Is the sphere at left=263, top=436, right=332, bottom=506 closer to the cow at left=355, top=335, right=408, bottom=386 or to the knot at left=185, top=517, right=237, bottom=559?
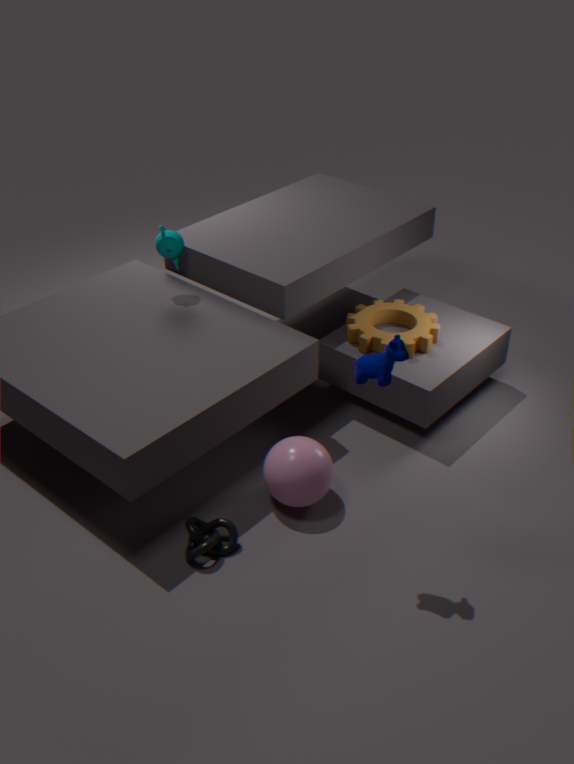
the knot at left=185, top=517, right=237, bottom=559
